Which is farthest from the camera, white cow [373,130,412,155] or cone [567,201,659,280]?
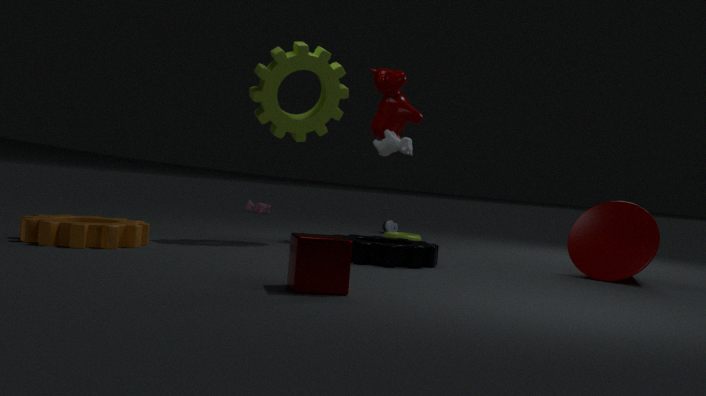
white cow [373,130,412,155]
